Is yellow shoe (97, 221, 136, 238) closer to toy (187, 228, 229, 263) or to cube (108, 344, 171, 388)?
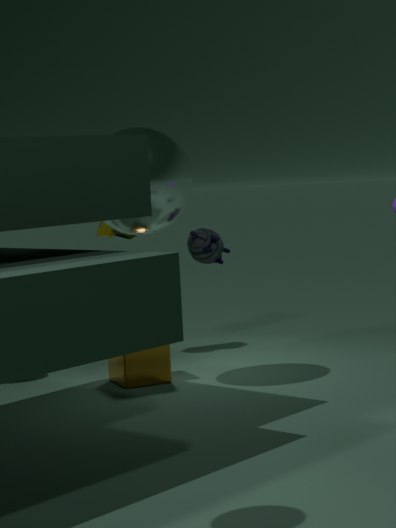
cube (108, 344, 171, 388)
